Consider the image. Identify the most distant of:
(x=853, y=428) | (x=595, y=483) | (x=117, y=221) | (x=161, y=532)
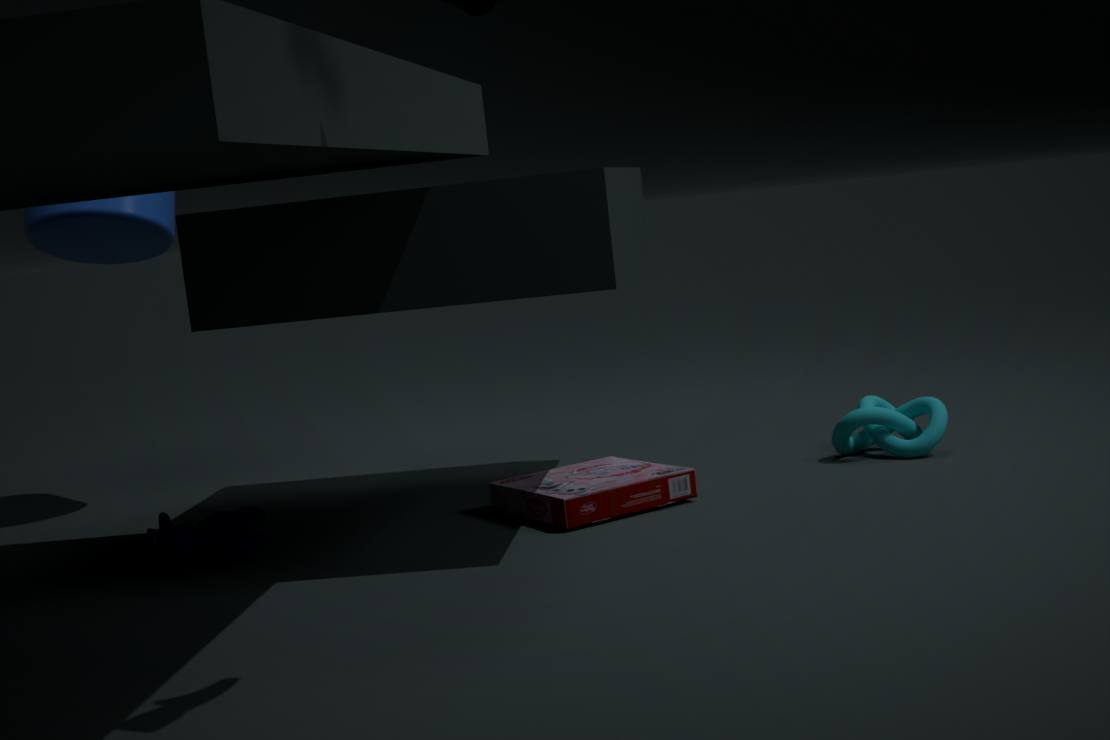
(x=117, y=221)
